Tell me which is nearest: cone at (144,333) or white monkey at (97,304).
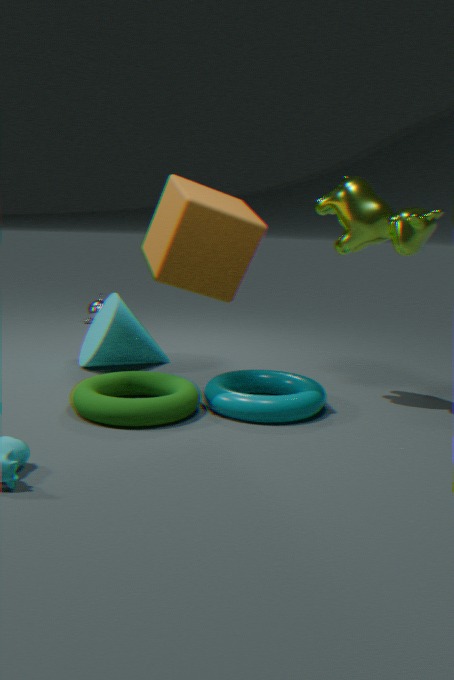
cone at (144,333)
